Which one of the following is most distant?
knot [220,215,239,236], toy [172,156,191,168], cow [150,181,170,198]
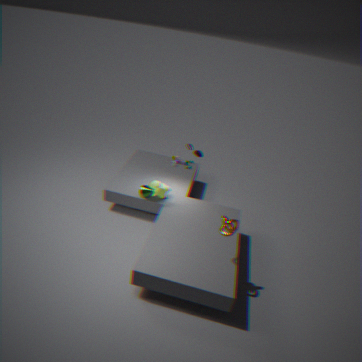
toy [172,156,191,168]
